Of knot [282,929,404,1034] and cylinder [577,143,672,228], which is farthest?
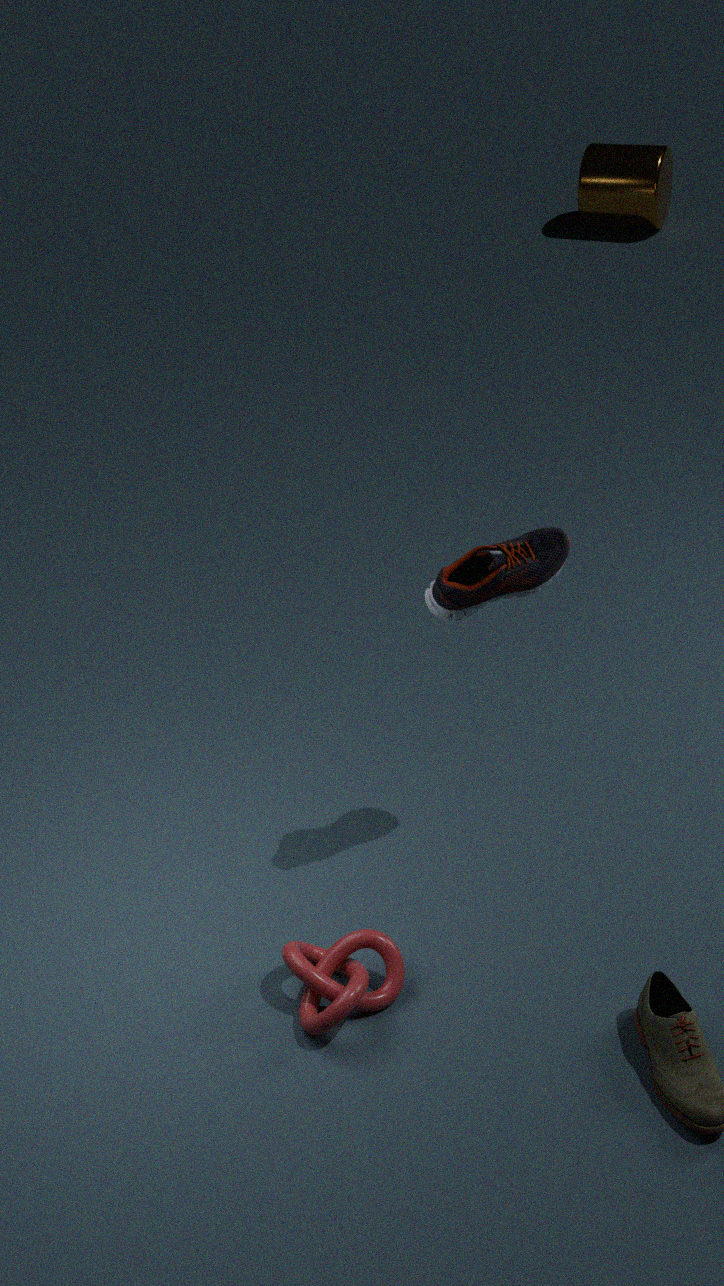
cylinder [577,143,672,228]
